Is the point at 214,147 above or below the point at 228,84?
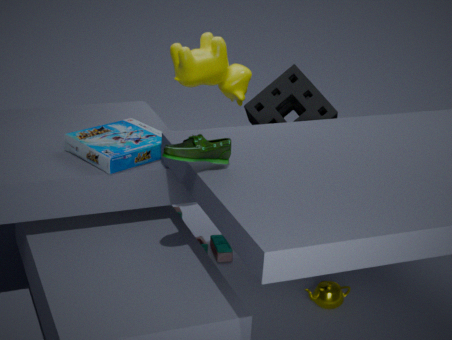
below
